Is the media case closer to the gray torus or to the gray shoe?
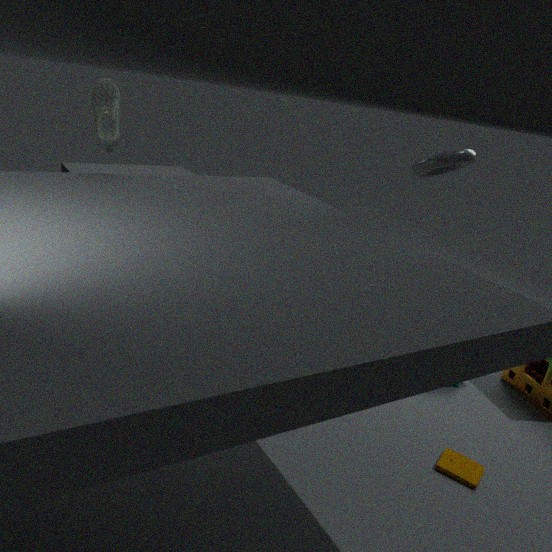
the gray torus
